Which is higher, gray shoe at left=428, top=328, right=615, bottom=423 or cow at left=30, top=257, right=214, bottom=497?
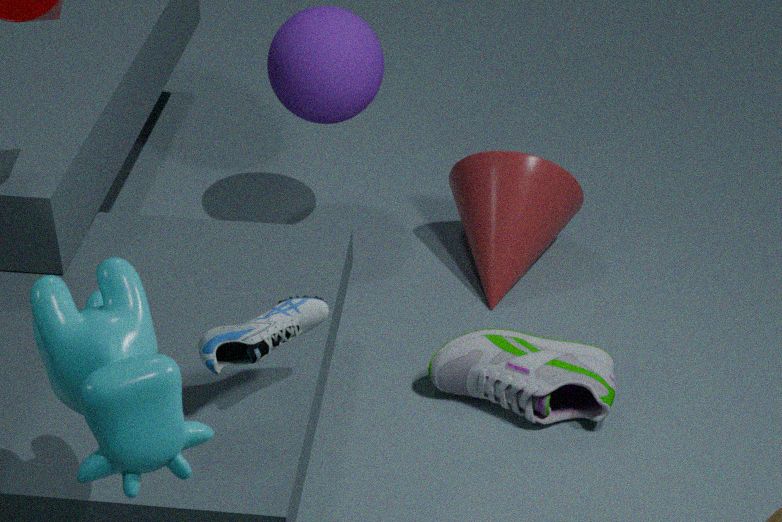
cow at left=30, top=257, right=214, bottom=497
